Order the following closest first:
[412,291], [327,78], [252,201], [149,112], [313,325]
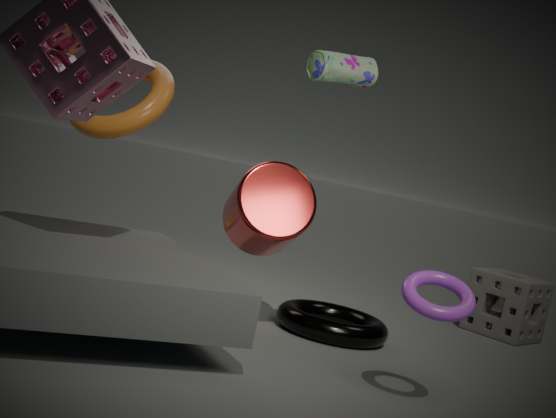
[412,291] < [327,78] < [252,201] < [313,325] < [149,112]
